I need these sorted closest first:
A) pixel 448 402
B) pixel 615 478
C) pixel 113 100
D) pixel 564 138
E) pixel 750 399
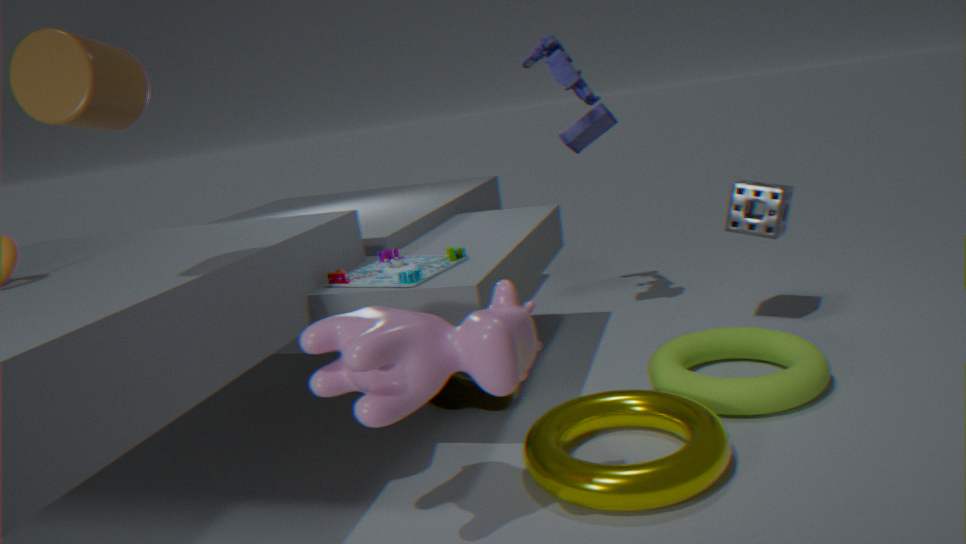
pixel 113 100, pixel 615 478, pixel 750 399, pixel 448 402, pixel 564 138
